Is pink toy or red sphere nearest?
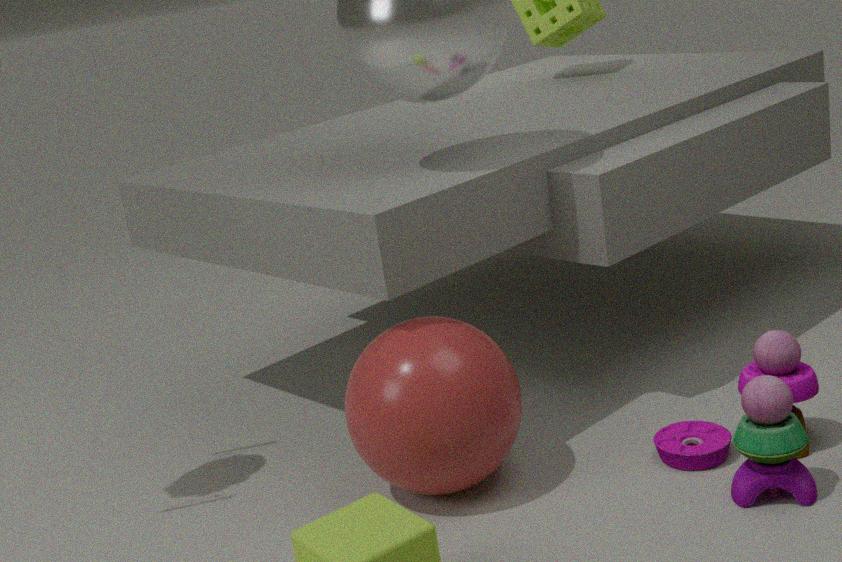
pink toy
